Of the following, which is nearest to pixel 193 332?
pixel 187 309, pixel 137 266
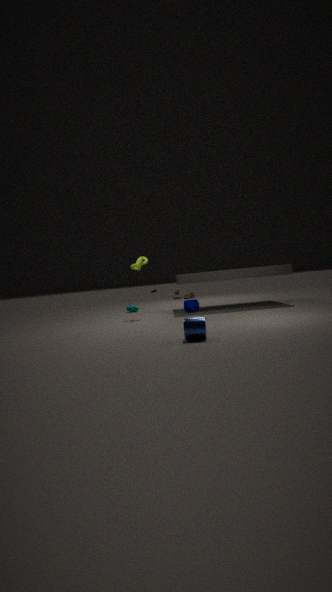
pixel 187 309
